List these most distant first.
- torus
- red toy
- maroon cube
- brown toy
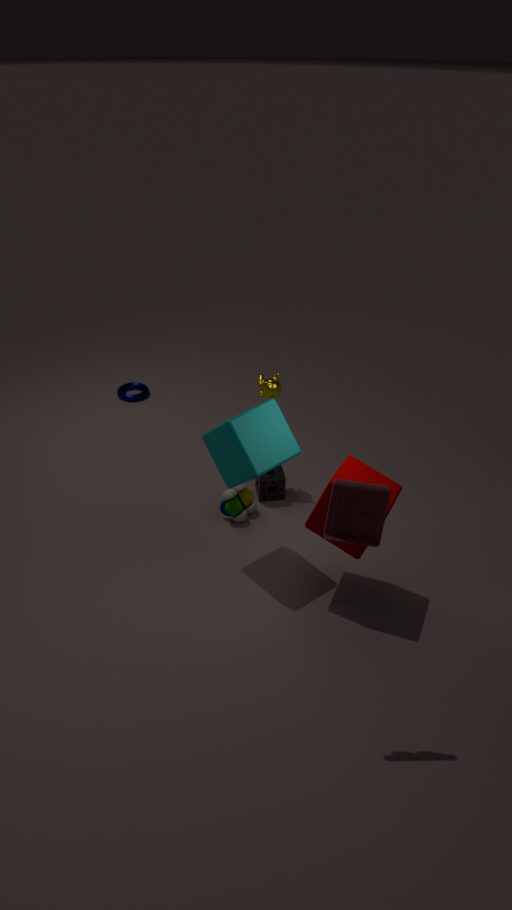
torus < brown toy < maroon cube < red toy
